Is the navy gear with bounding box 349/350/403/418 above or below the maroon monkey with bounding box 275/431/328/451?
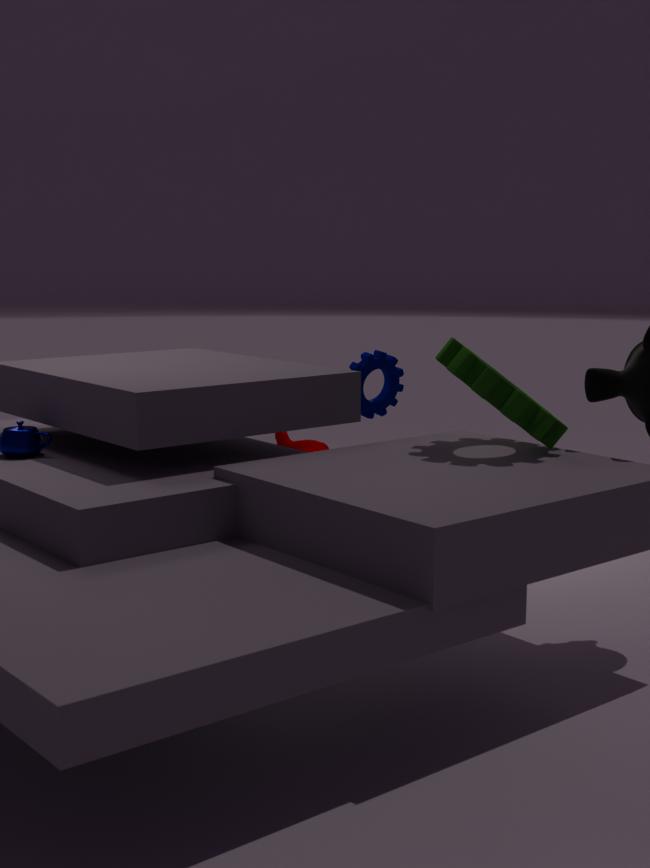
above
